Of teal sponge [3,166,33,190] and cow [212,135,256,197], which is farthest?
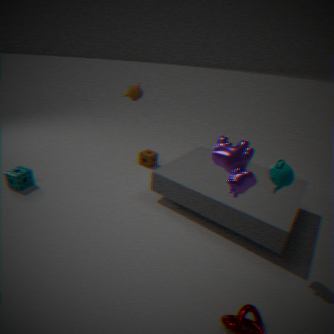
teal sponge [3,166,33,190]
